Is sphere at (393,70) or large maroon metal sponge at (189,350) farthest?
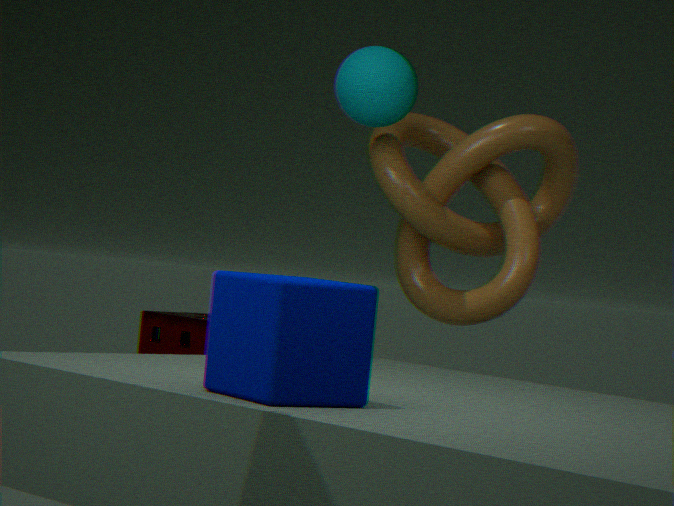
large maroon metal sponge at (189,350)
